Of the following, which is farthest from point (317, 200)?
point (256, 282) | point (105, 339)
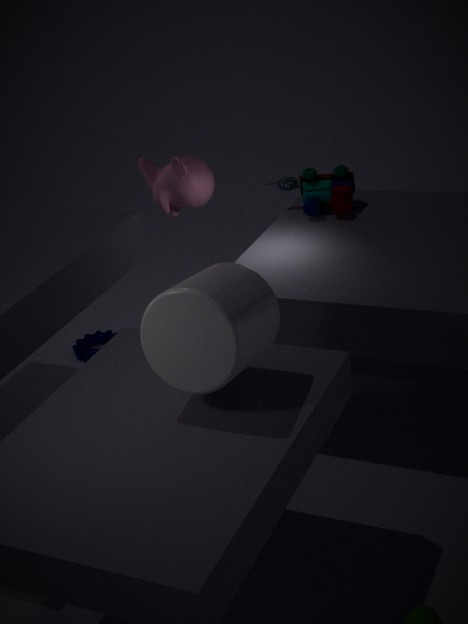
point (256, 282)
